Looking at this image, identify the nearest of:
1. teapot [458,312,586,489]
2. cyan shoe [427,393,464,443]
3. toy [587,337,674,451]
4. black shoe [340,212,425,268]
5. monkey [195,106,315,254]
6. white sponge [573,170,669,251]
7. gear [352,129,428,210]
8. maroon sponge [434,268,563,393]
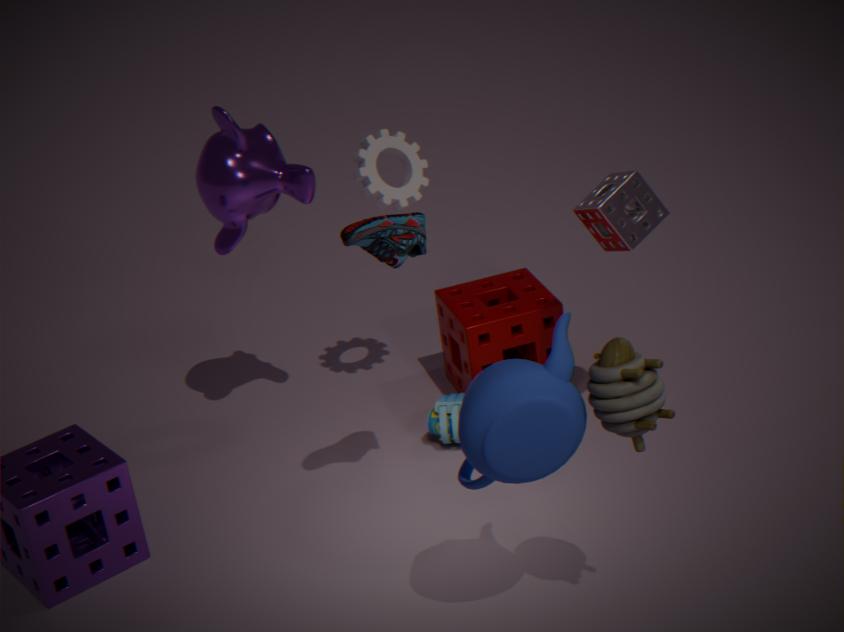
toy [587,337,674,451]
